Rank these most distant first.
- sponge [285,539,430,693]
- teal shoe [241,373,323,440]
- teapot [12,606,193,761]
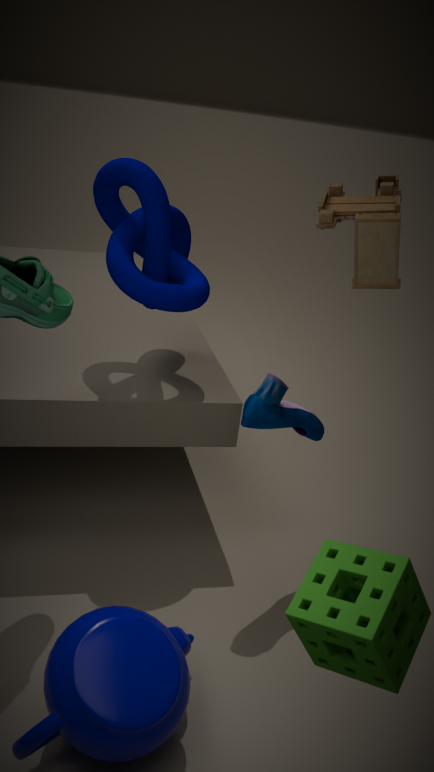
teal shoe [241,373,323,440] < teapot [12,606,193,761] < sponge [285,539,430,693]
